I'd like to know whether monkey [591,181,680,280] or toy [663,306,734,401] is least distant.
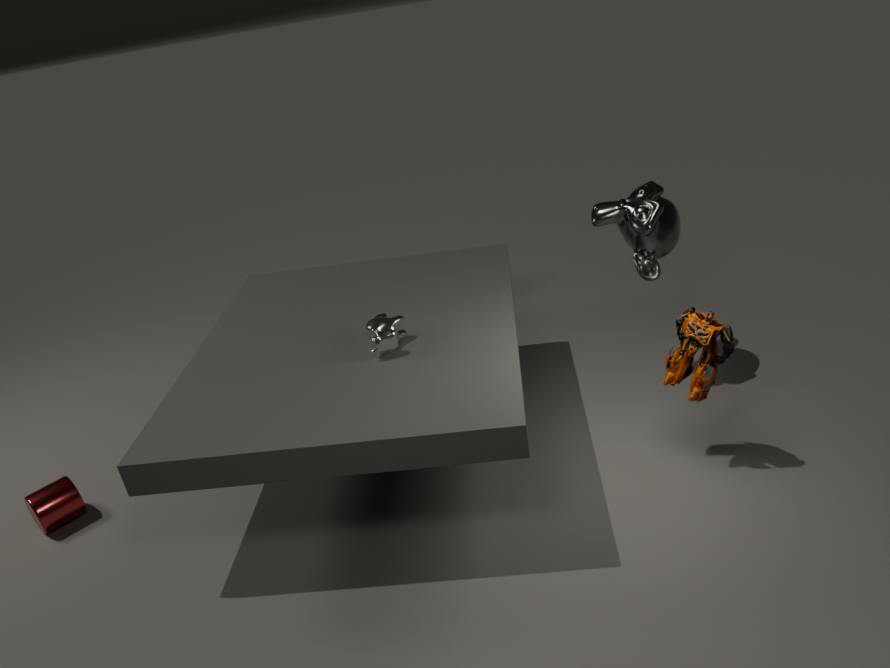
toy [663,306,734,401]
